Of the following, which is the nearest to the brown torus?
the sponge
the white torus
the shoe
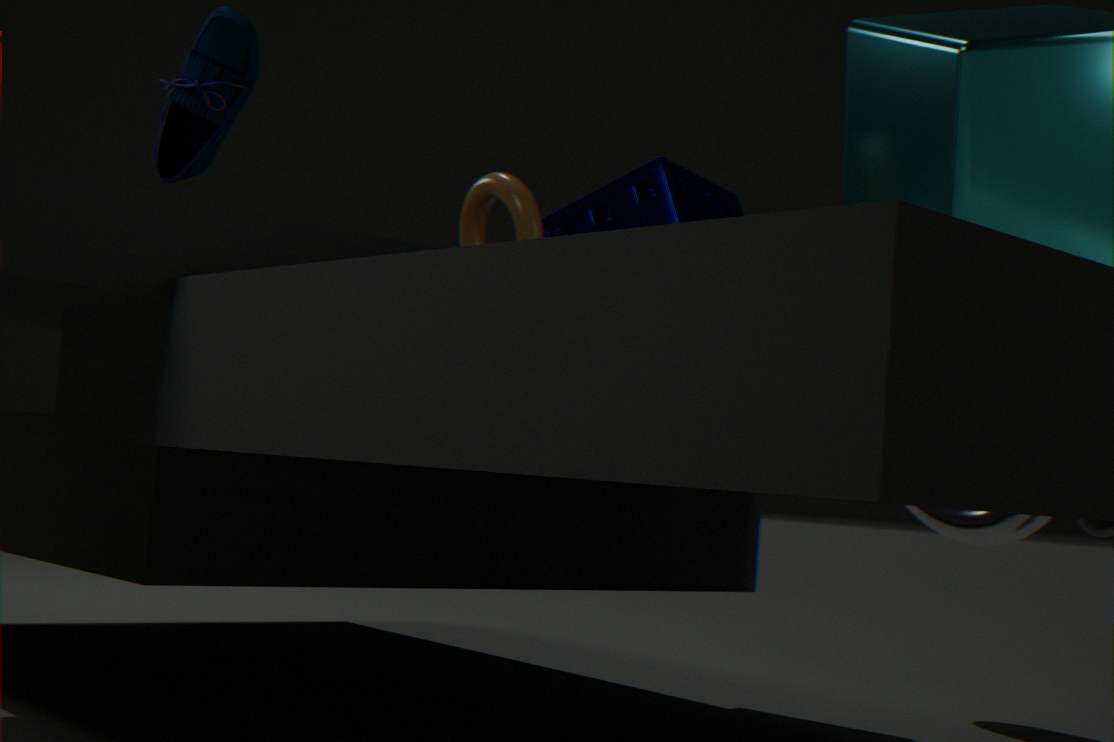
the sponge
